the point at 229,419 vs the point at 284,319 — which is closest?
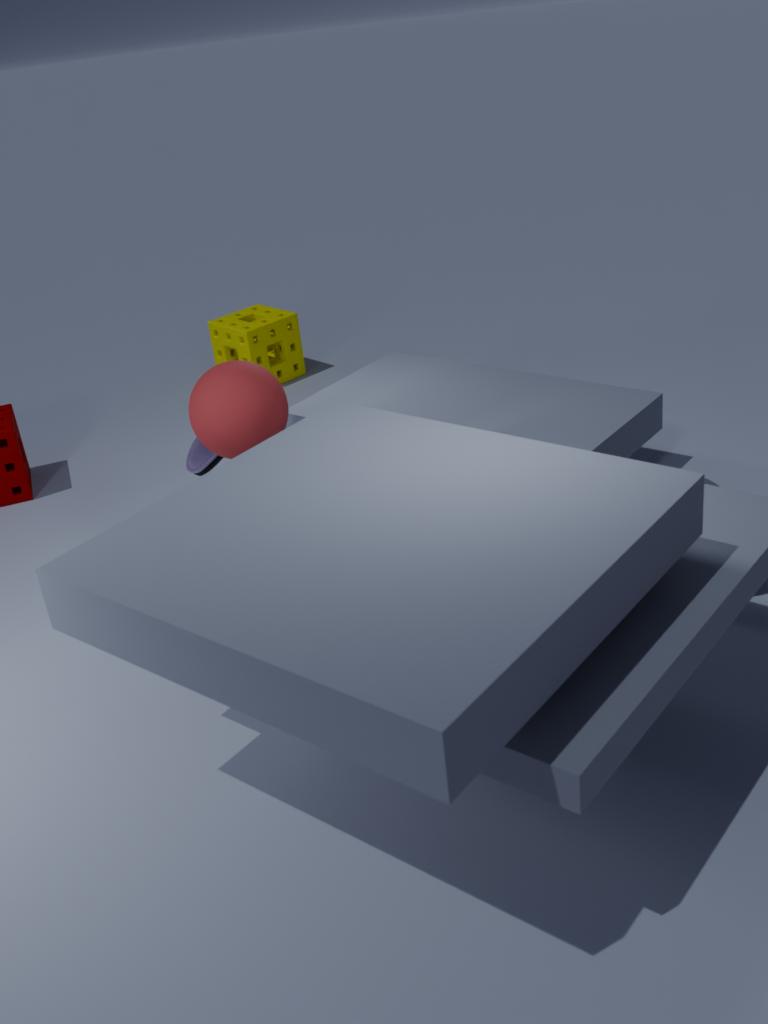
the point at 229,419
